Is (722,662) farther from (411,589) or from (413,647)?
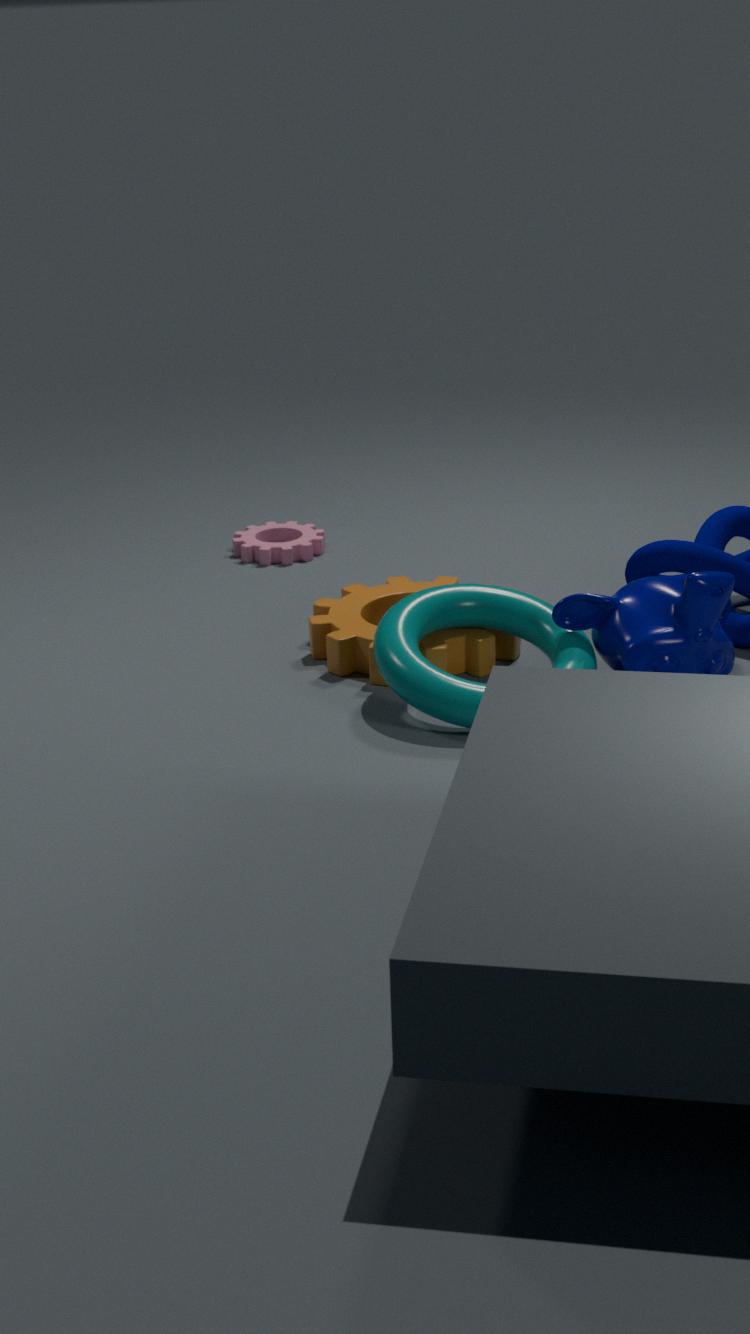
(411,589)
